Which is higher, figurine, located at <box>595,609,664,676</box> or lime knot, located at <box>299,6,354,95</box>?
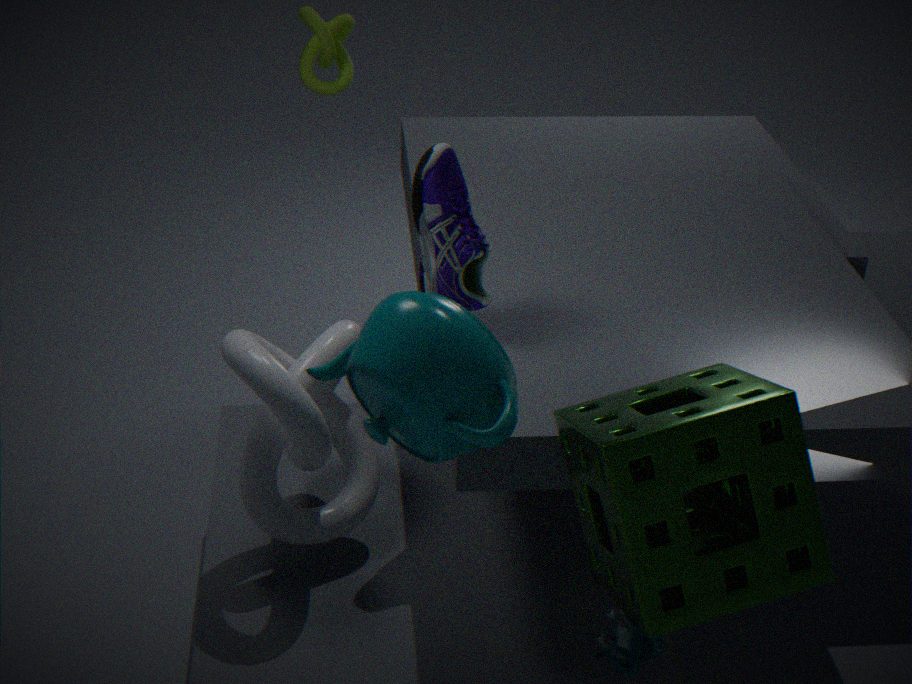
lime knot, located at <box>299,6,354,95</box>
